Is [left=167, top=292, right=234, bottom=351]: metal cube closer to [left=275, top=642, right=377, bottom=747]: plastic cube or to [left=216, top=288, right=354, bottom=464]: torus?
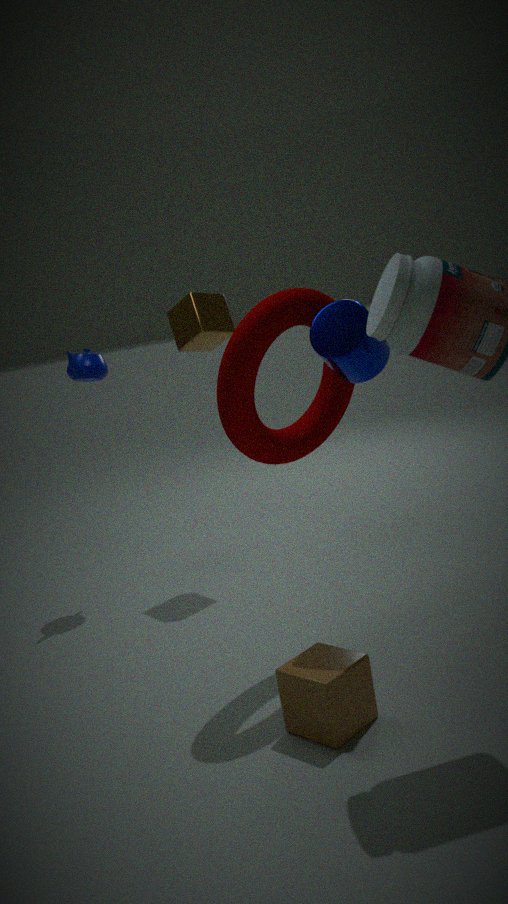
[left=216, top=288, right=354, bottom=464]: torus
